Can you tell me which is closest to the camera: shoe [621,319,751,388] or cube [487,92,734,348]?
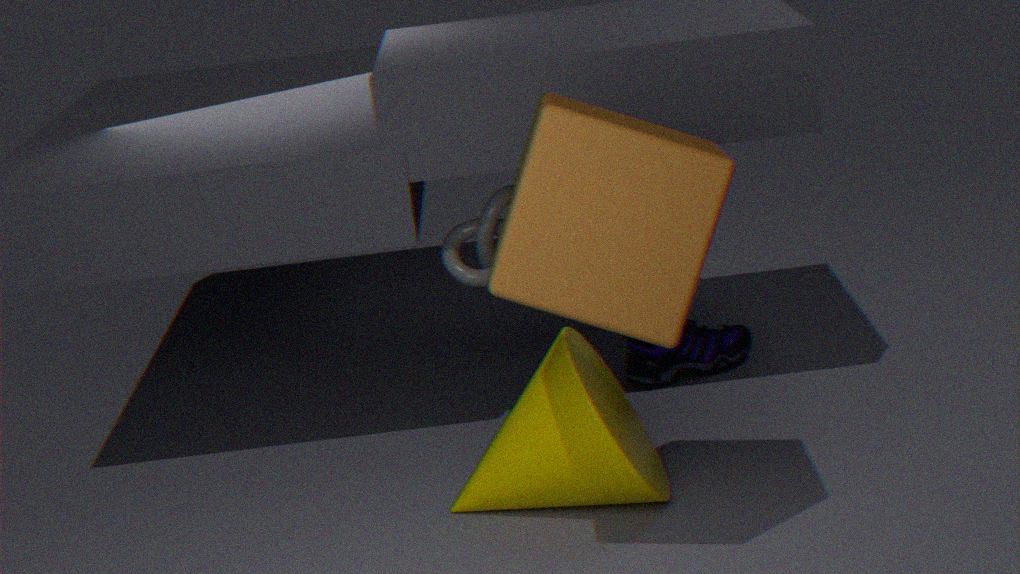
cube [487,92,734,348]
